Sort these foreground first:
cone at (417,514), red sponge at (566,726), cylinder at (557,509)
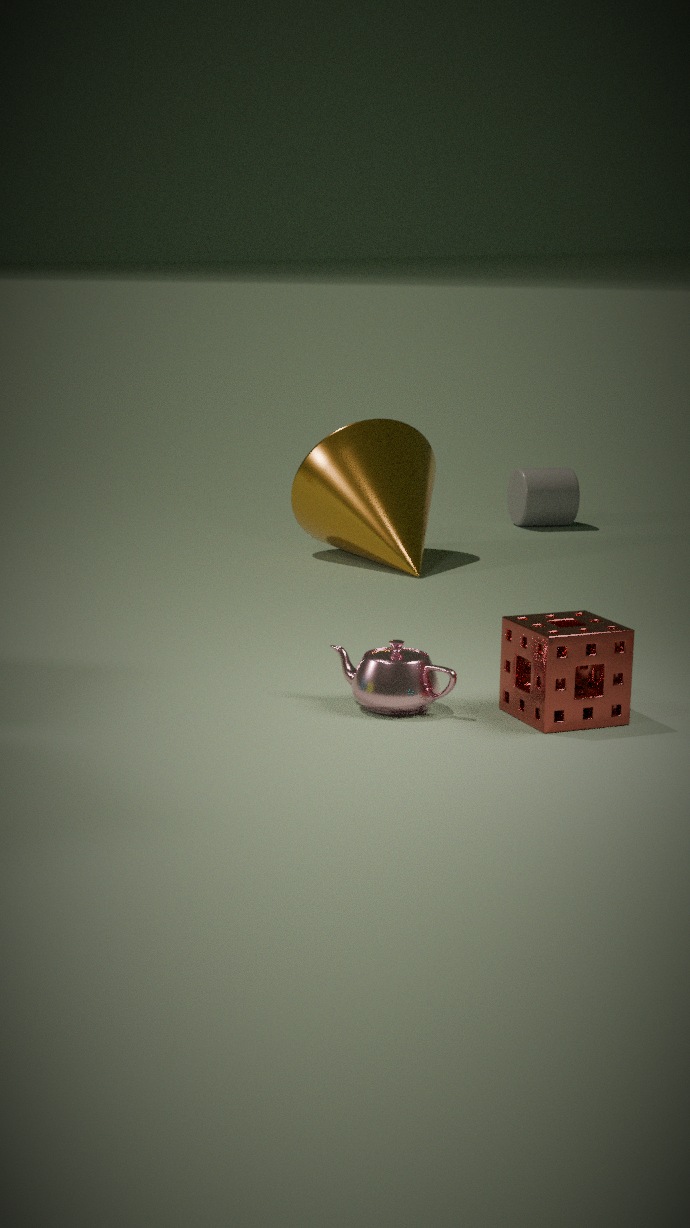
red sponge at (566,726) → cone at (417,514) → cylinder at (557,509)
